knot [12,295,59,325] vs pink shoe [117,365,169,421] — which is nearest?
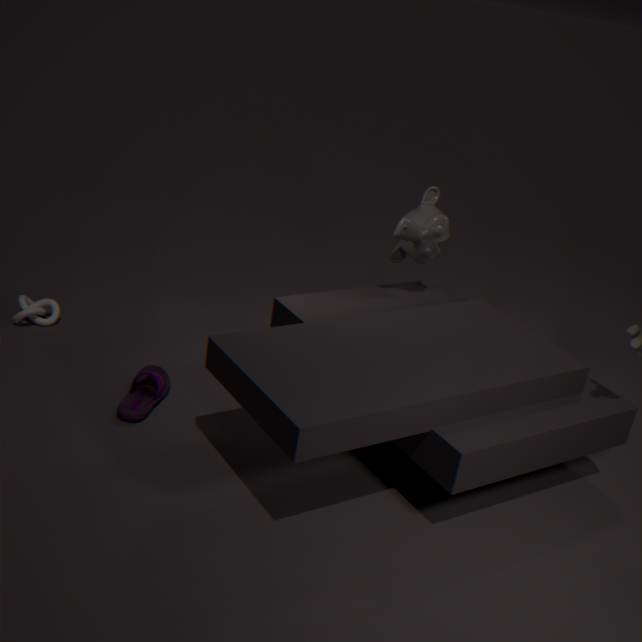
pink shoe [117,365,169,421]
